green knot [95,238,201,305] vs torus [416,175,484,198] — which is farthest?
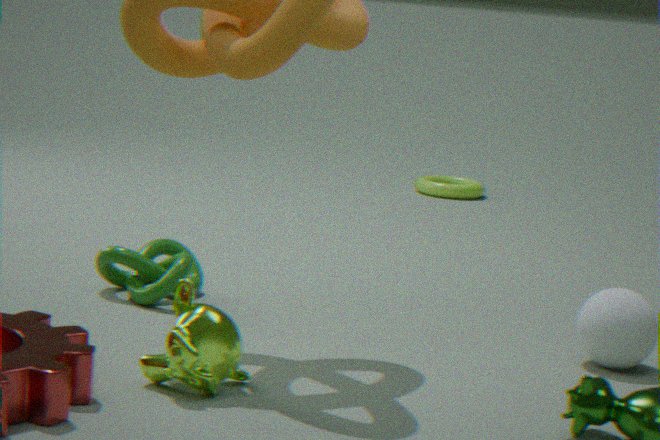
torus [416,175,484,198]
